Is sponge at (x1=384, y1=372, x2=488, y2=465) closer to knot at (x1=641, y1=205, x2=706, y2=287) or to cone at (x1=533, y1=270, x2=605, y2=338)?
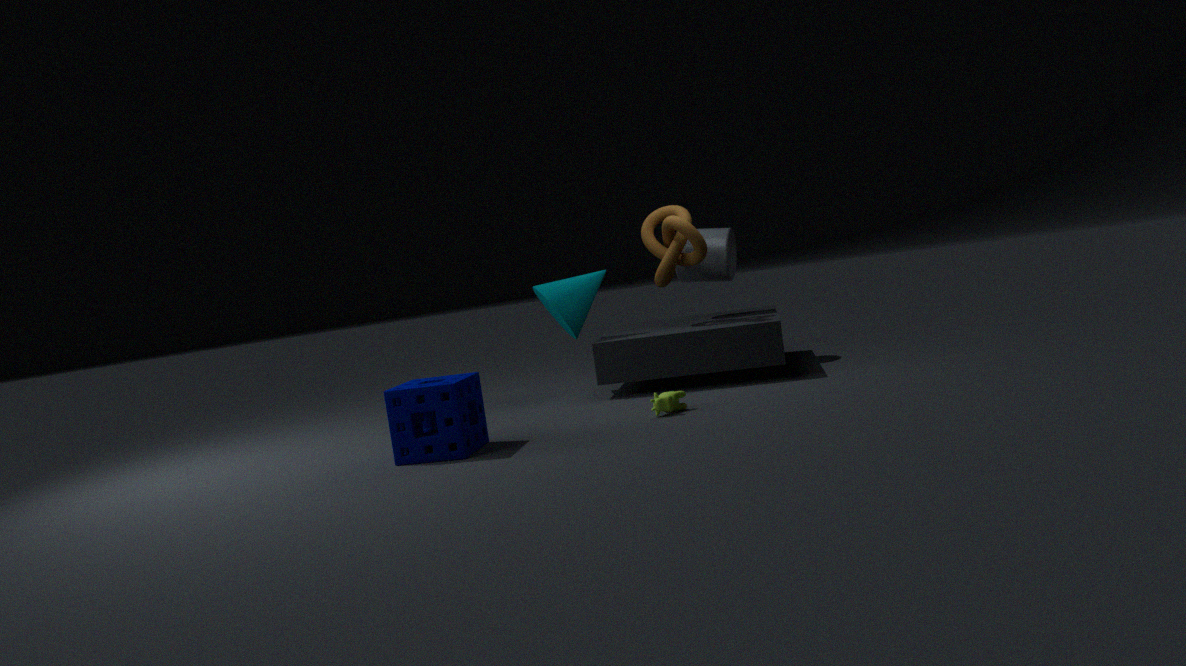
cone at (x1=533, y1=270, x2=605, y2=338)
